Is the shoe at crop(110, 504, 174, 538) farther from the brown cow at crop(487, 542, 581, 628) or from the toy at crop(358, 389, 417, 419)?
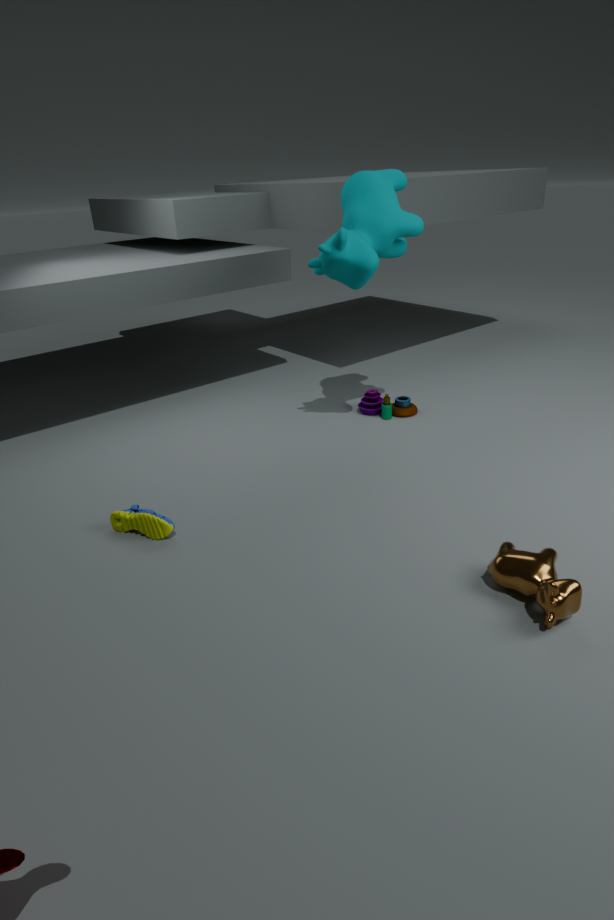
the toy at crop(358, 389, 417, 419)
